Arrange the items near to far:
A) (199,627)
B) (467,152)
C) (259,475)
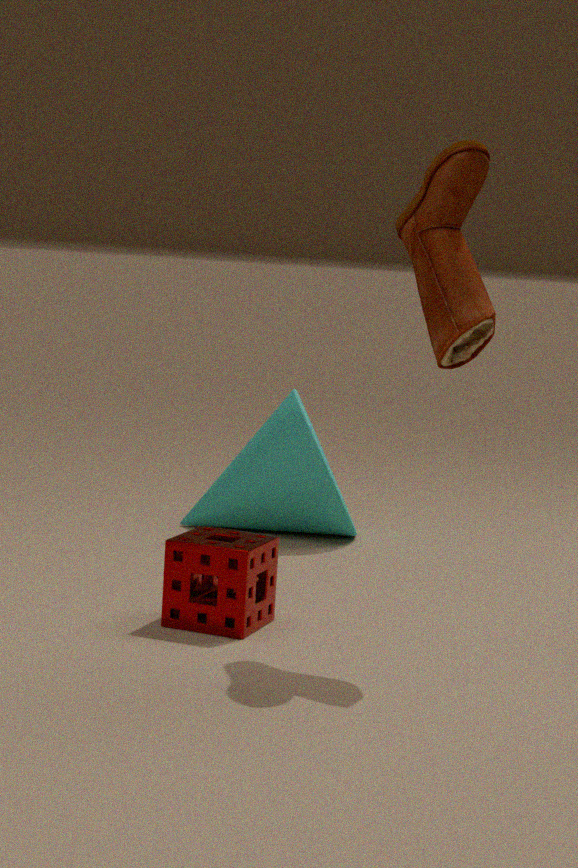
1. (467,152)
2. (199,627)
3. (259,475)
